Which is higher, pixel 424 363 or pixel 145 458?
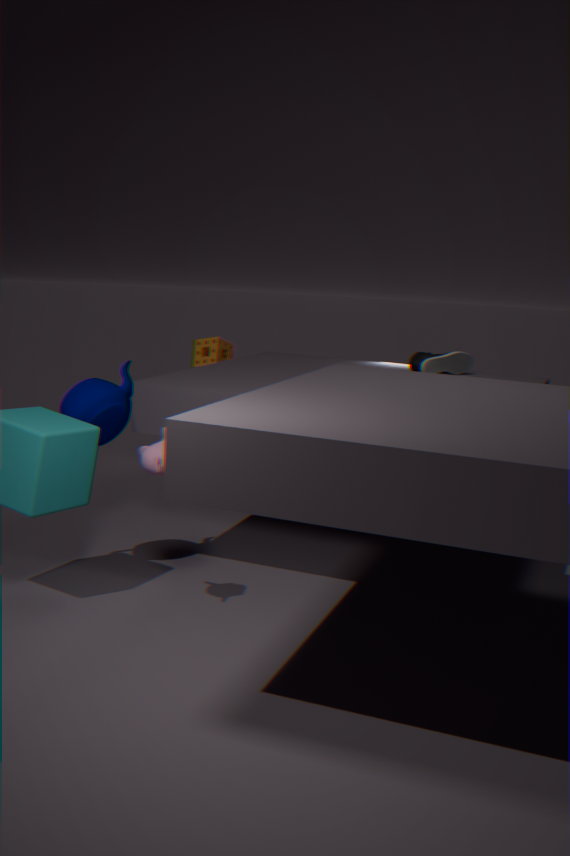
pixel 424 363
